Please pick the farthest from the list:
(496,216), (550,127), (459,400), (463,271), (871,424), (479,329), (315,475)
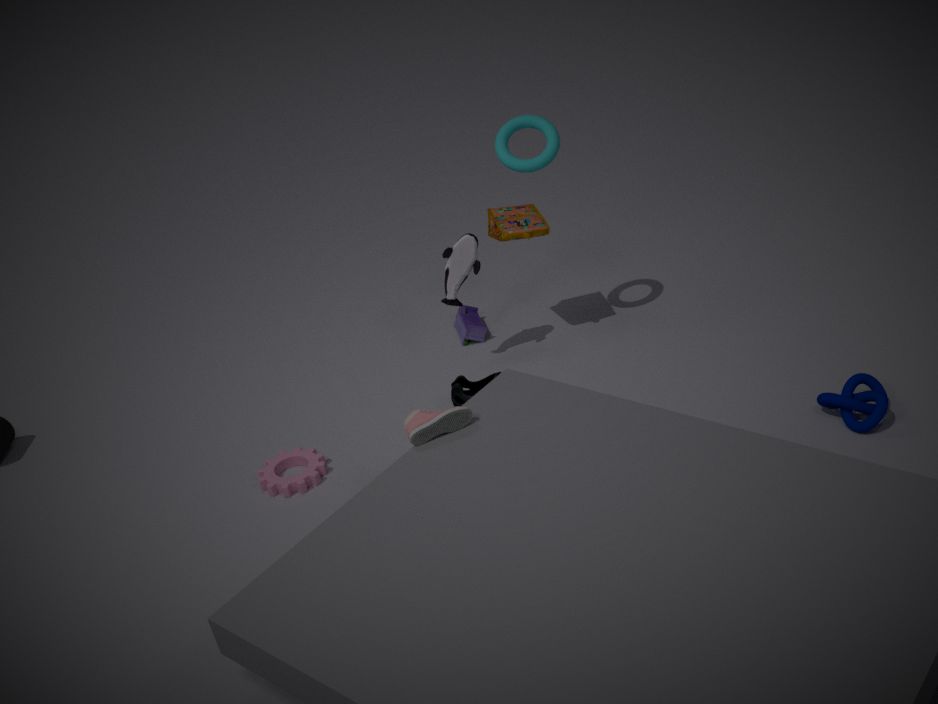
(479,329)
